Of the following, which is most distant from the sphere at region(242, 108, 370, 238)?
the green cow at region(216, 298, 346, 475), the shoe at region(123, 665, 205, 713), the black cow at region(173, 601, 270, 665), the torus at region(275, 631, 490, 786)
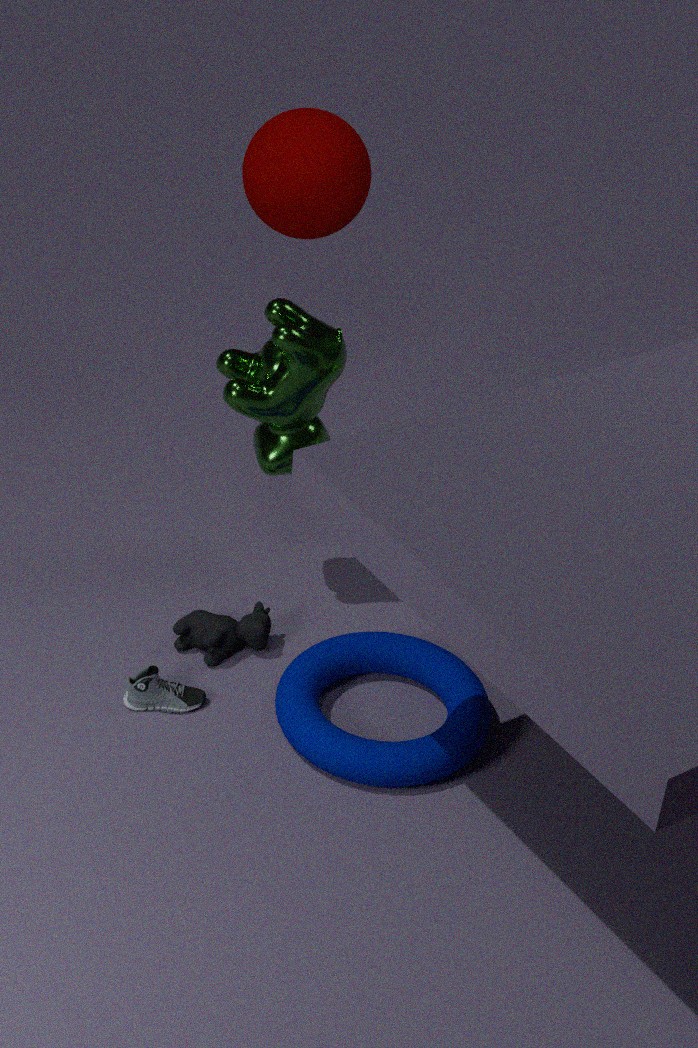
the shoe at region(123, 665, 205, 713)
